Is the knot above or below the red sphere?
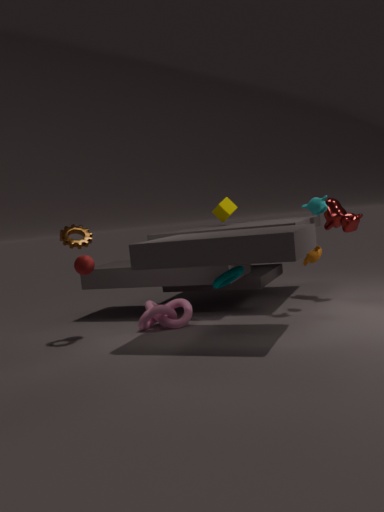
below
